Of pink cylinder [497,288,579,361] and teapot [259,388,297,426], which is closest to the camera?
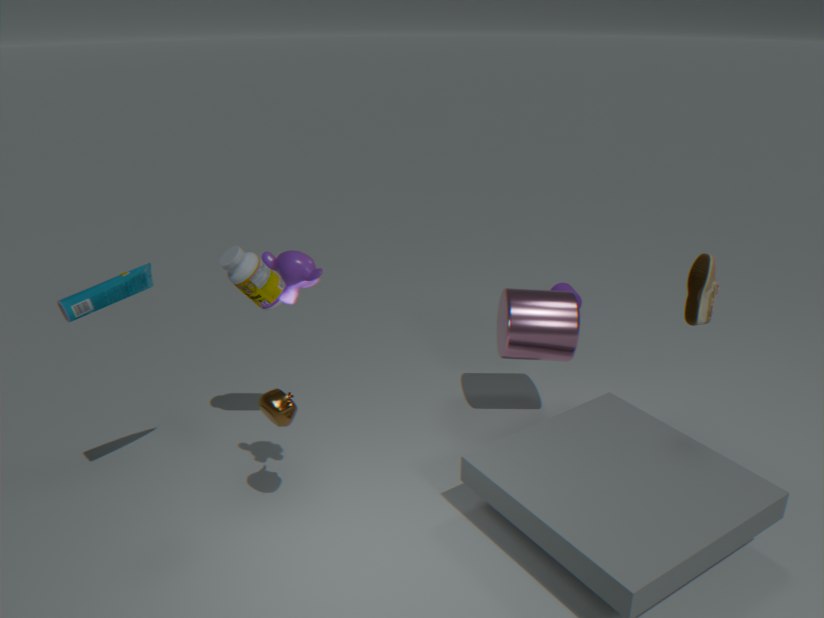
teapot [259,388,297,426]
